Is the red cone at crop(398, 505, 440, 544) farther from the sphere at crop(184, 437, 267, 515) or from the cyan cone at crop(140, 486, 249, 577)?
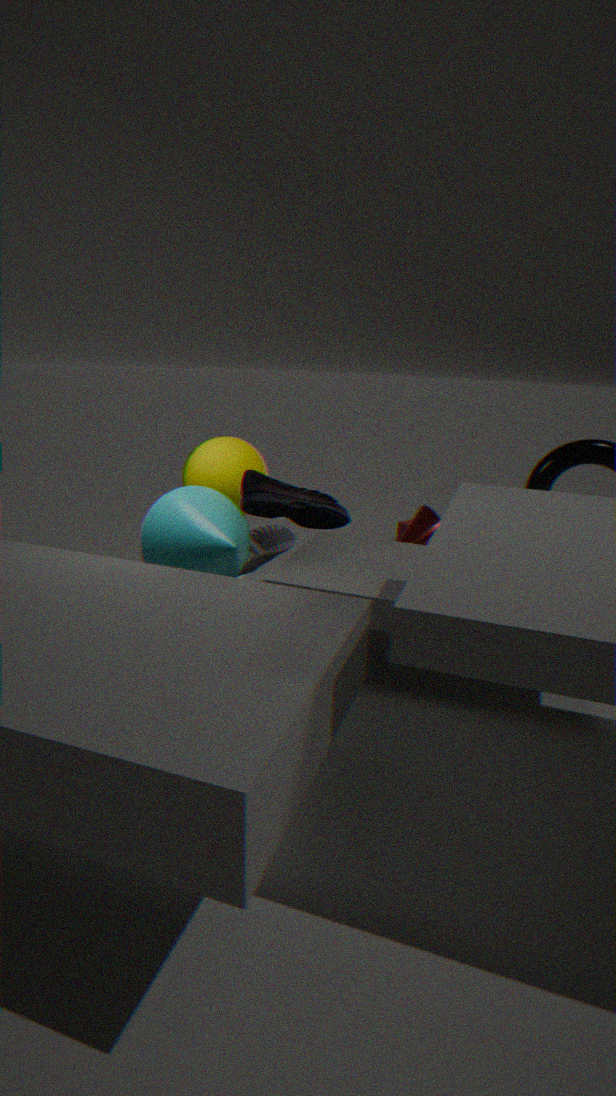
the cyan cone at crop(140, 486, 249, 577)
